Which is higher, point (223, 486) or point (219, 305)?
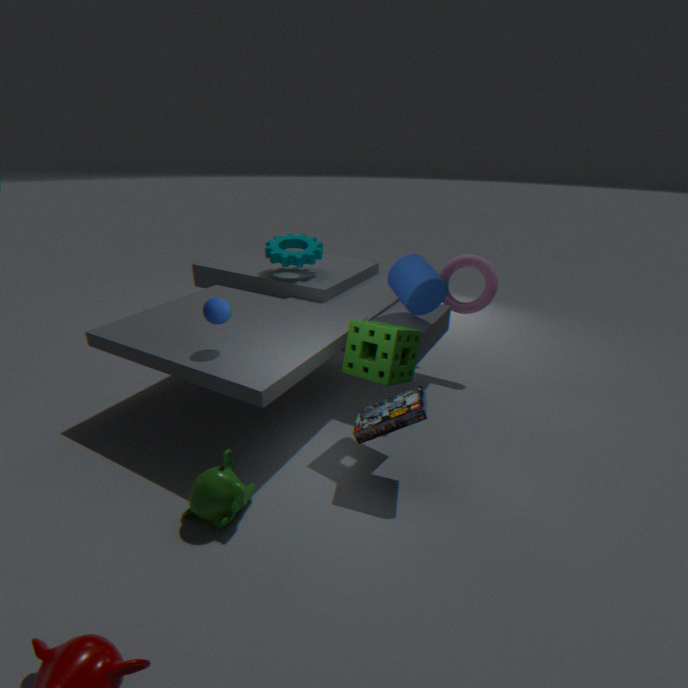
point (219, 305)
